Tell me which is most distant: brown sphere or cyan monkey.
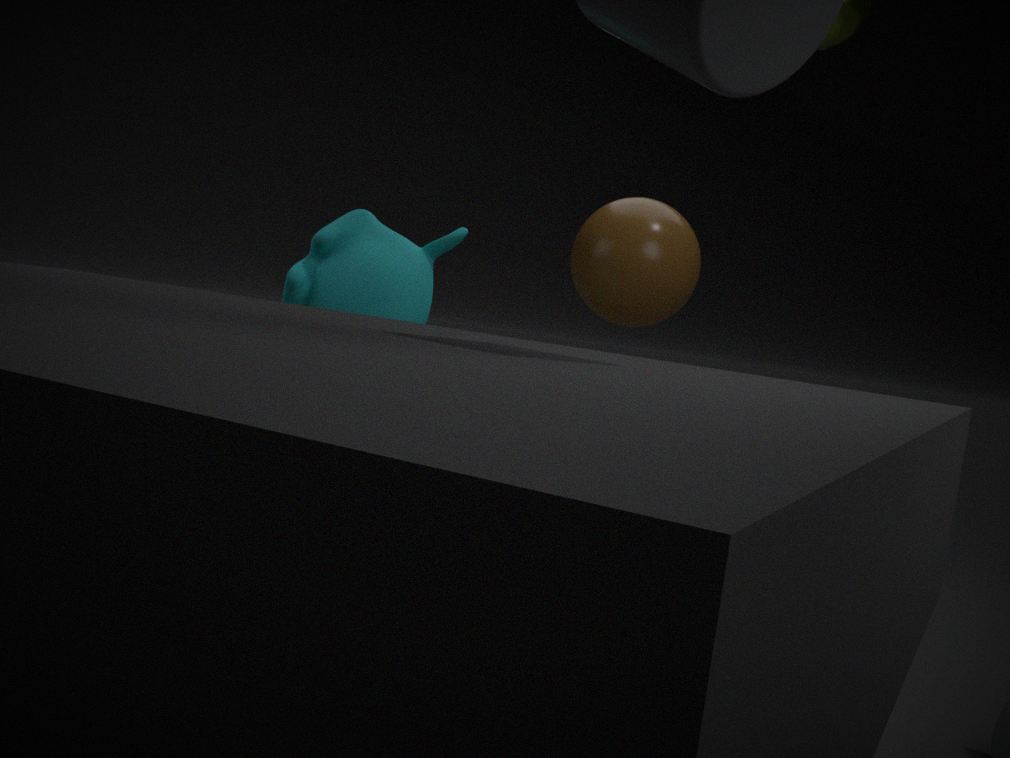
brown sphere
